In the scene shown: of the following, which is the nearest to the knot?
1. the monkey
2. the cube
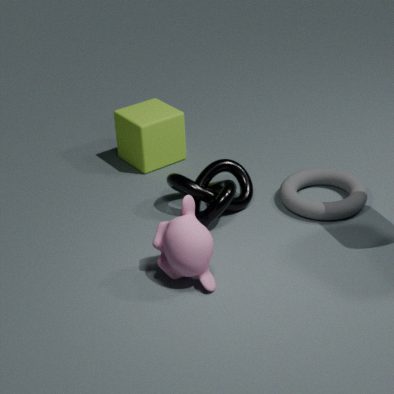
the monkey
